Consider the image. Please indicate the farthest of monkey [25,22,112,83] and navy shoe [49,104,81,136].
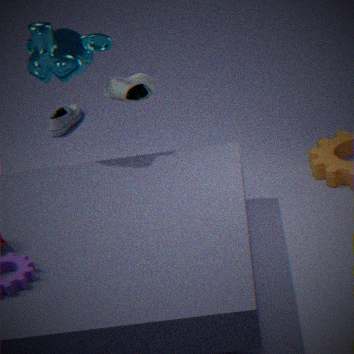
navy shoe [49,104,81,136]
